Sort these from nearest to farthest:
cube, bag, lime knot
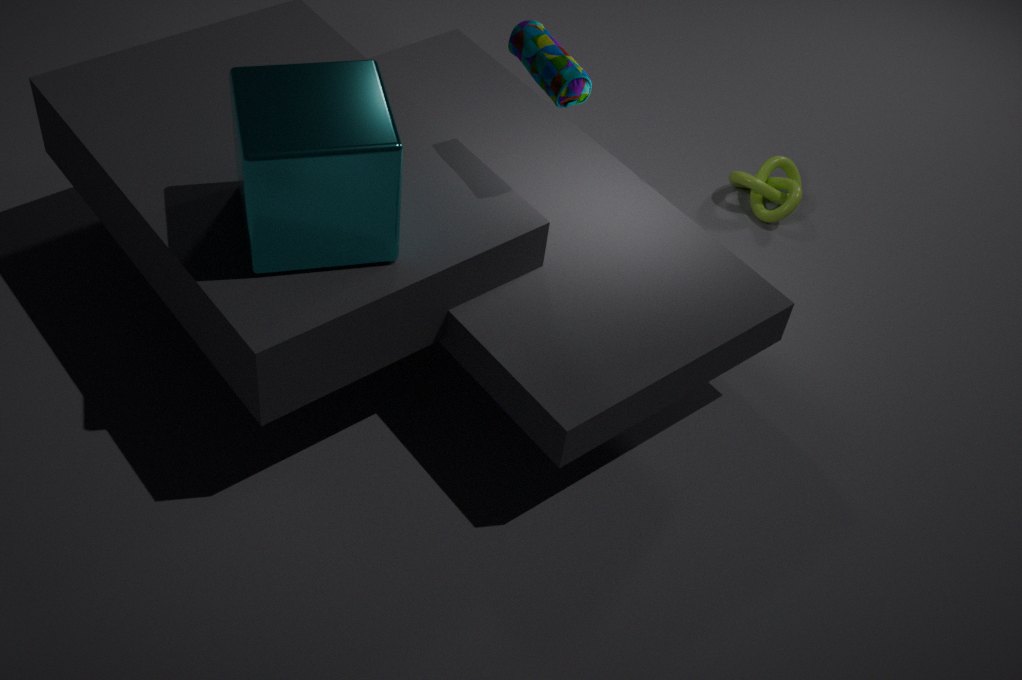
1. cube
2. bag
3. lime knot
